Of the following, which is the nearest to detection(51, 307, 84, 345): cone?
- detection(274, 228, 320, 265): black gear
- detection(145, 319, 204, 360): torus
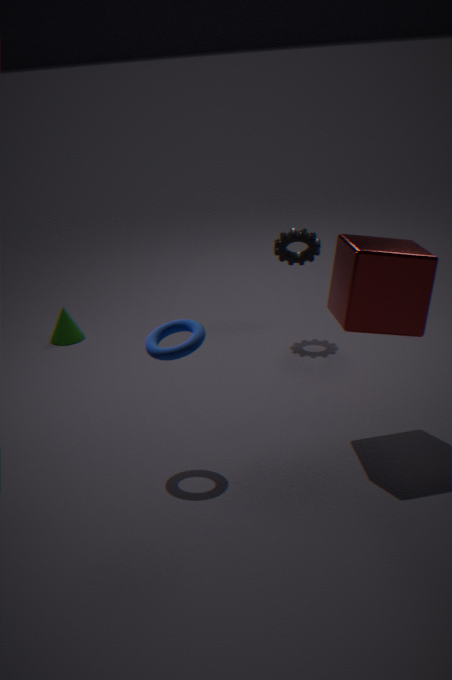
detection(274, 228, 320, 265): black gear
